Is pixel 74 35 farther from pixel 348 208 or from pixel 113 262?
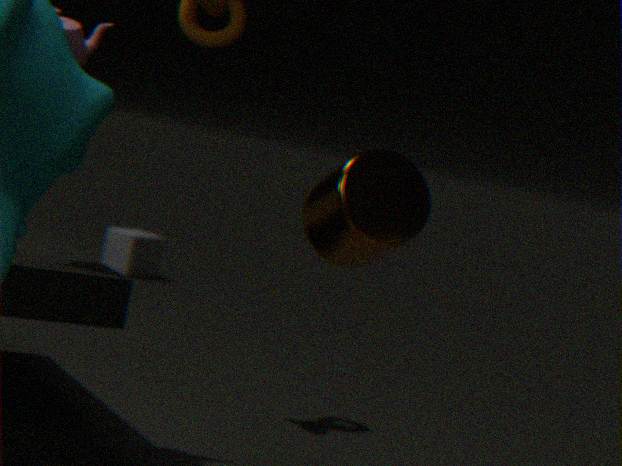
pixel 113 262
